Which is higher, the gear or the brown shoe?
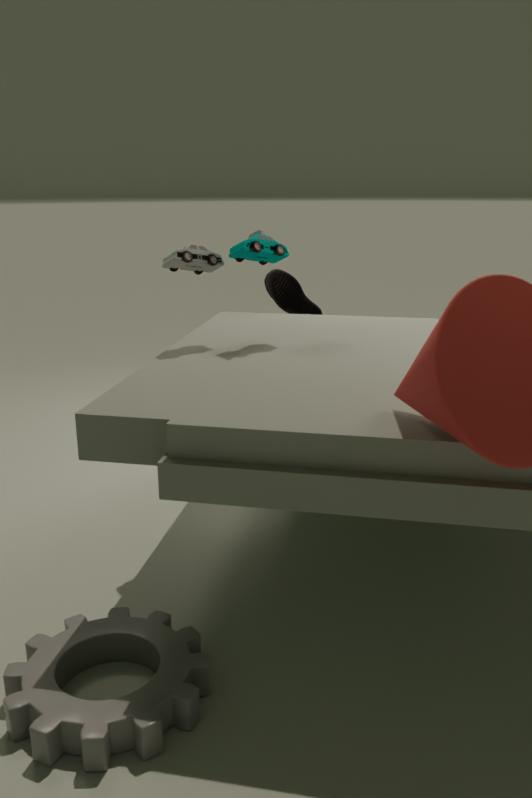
the brown shoe
